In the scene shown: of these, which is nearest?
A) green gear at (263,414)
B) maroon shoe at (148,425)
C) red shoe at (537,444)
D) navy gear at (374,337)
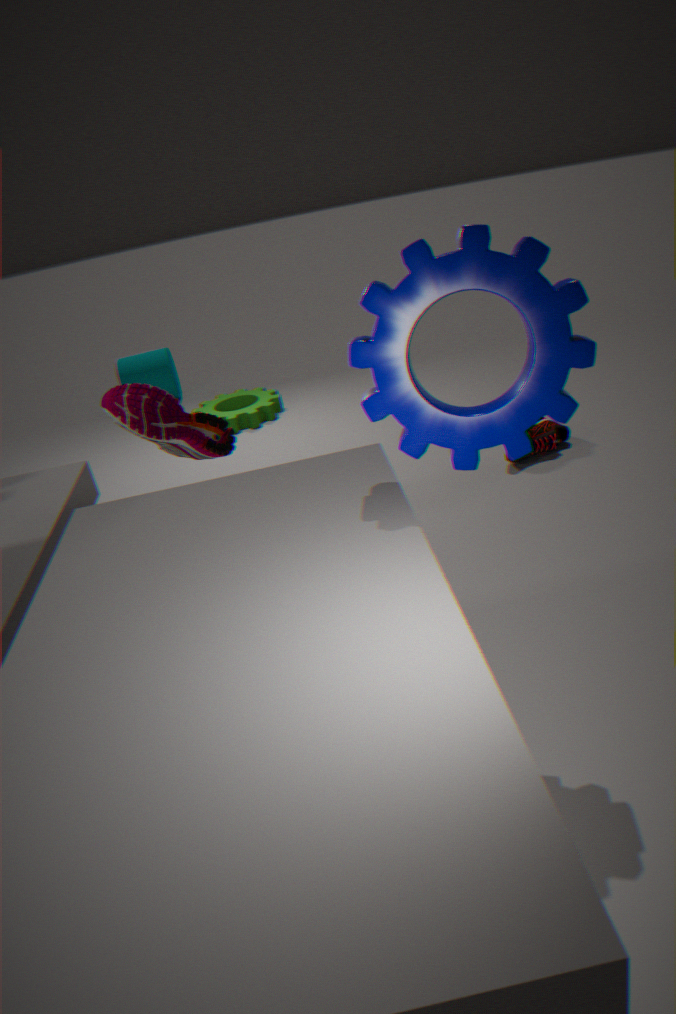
navy gear at (374,337)
